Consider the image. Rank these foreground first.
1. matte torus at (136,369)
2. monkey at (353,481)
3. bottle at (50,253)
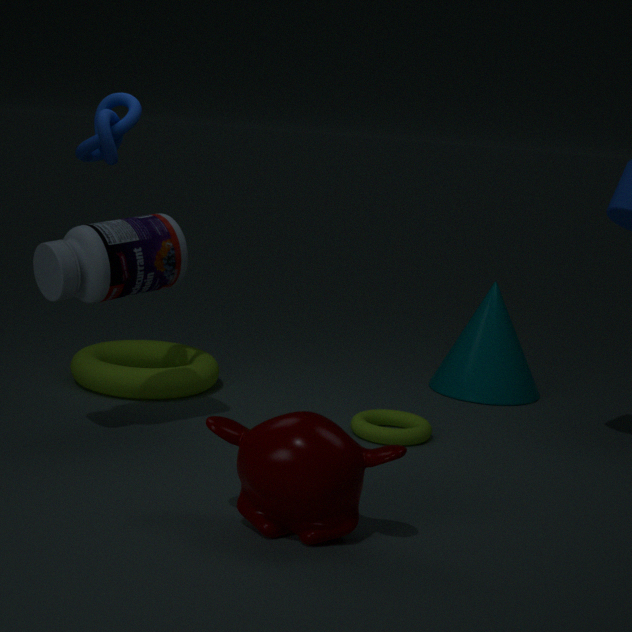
1. monkey at (353,481)
2. bottle at (50,253)
3. matte torus at (136,369)
